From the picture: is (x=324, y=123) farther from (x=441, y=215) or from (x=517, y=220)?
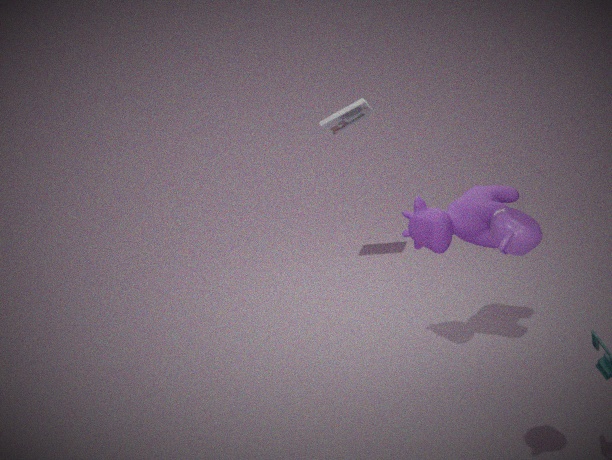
(x=517, y=220)
